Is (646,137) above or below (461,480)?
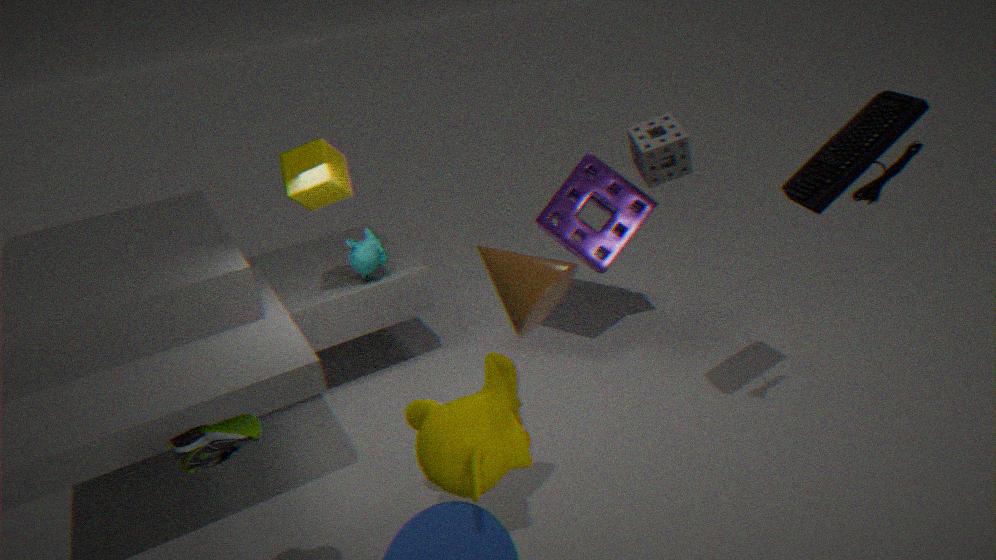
above
